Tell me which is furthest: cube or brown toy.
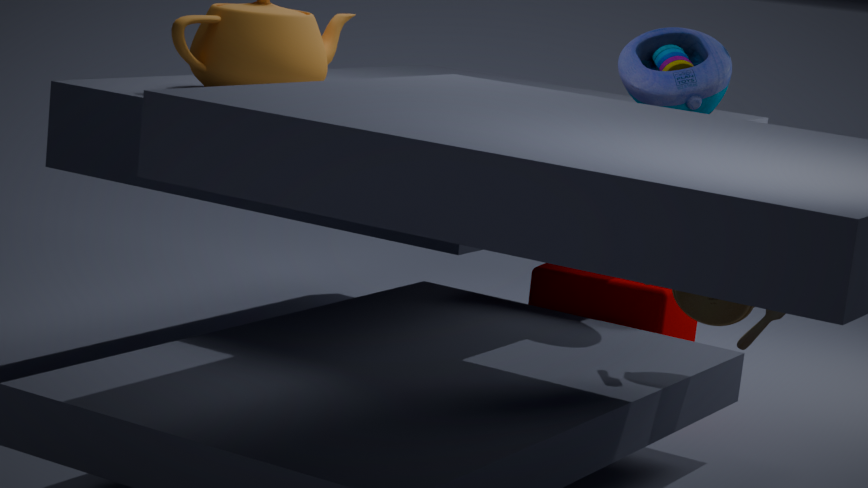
cube
